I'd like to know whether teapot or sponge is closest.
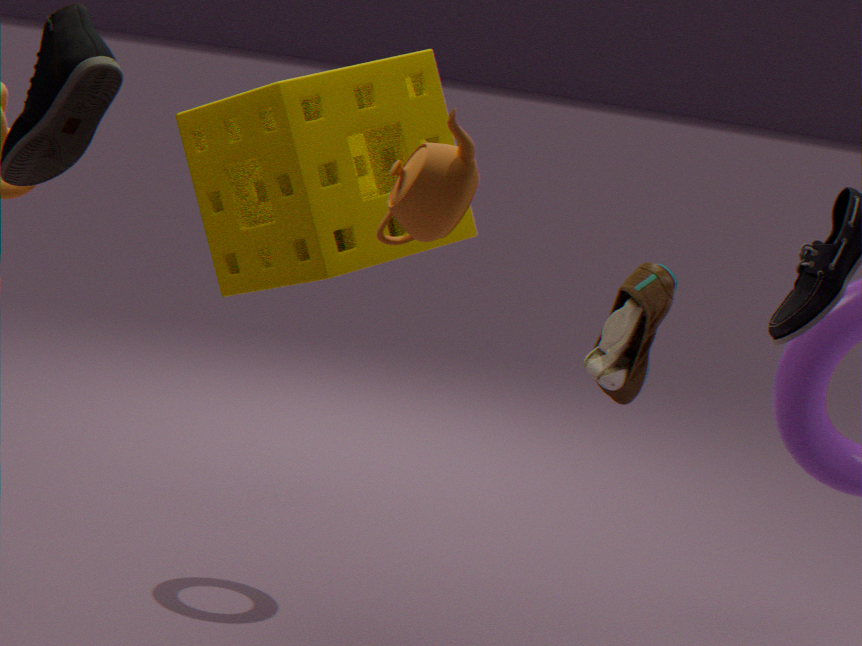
teapot
